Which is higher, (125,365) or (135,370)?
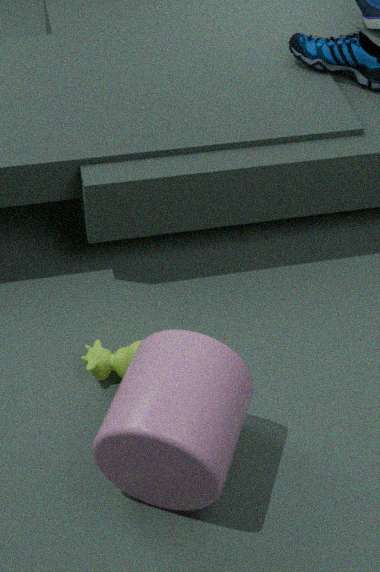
(135,370)
